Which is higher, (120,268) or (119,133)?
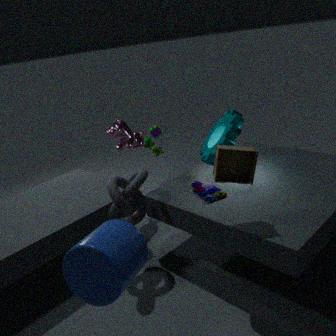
(119,133)
